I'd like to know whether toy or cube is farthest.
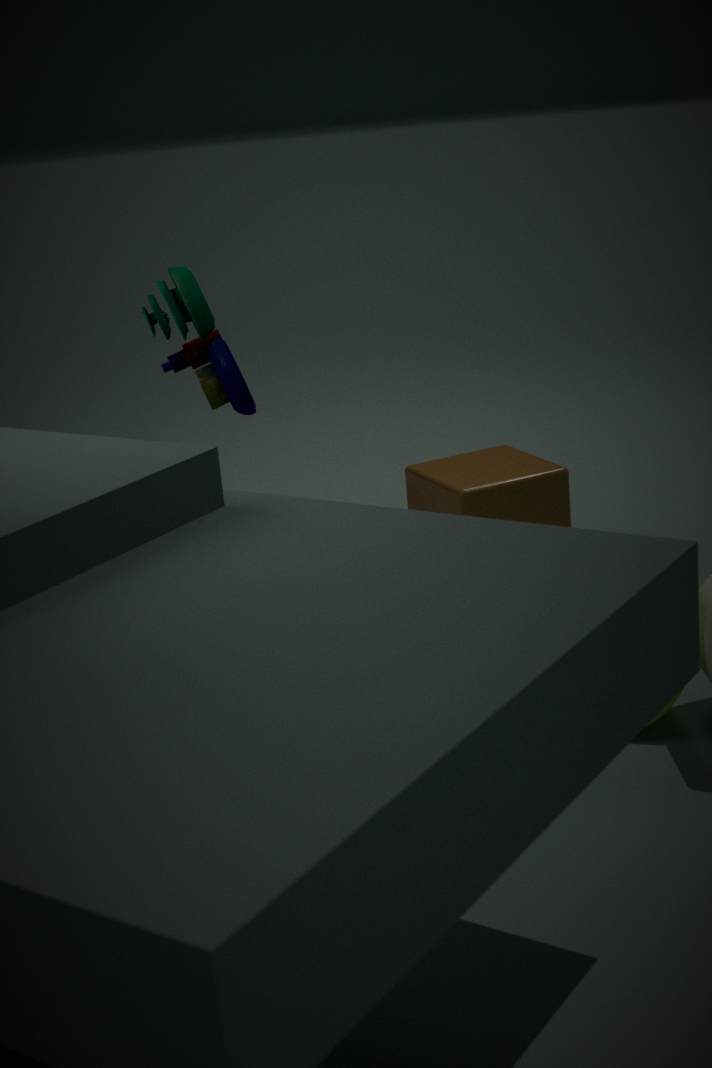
cube
